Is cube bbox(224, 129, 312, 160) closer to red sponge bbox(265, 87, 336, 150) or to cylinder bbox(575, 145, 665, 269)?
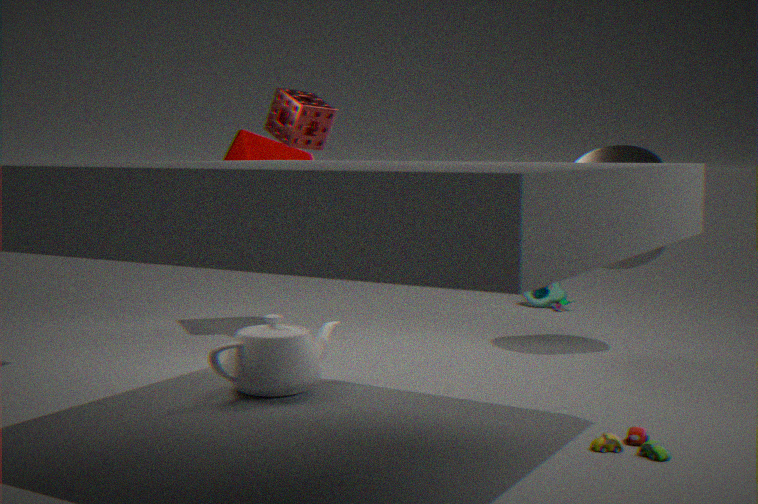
red sponge bbox(265, 87, 336, 150)
